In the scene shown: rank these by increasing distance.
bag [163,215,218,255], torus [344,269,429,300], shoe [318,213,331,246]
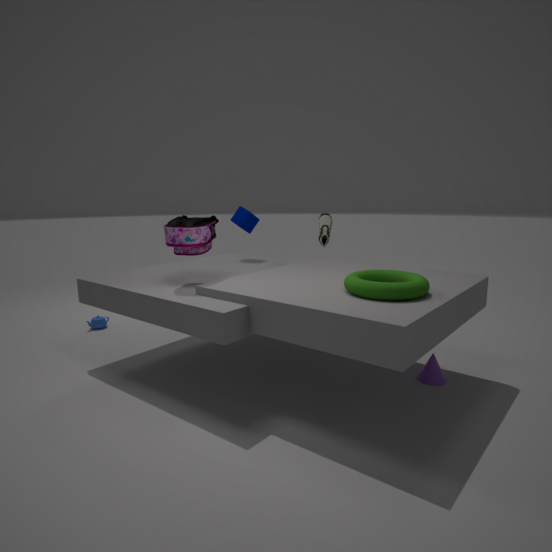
torus [344,269,429,300]
bag [163,215,218,255]
shoe [318,213,331,246]
